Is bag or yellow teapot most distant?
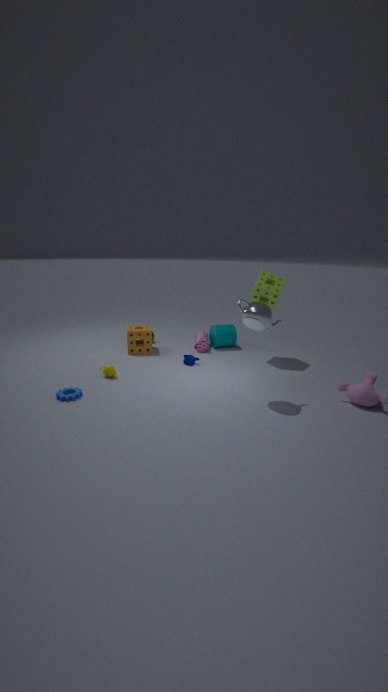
bag
